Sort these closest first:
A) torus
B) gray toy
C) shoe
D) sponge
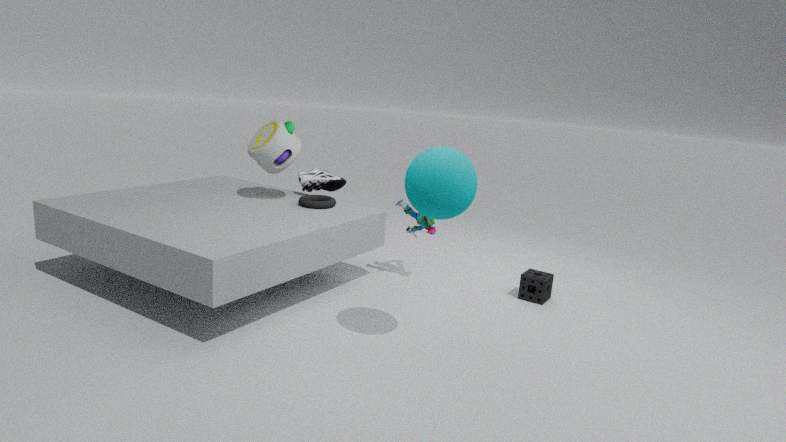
1. sponge
2. gray toy
3. torus
4. shoe
